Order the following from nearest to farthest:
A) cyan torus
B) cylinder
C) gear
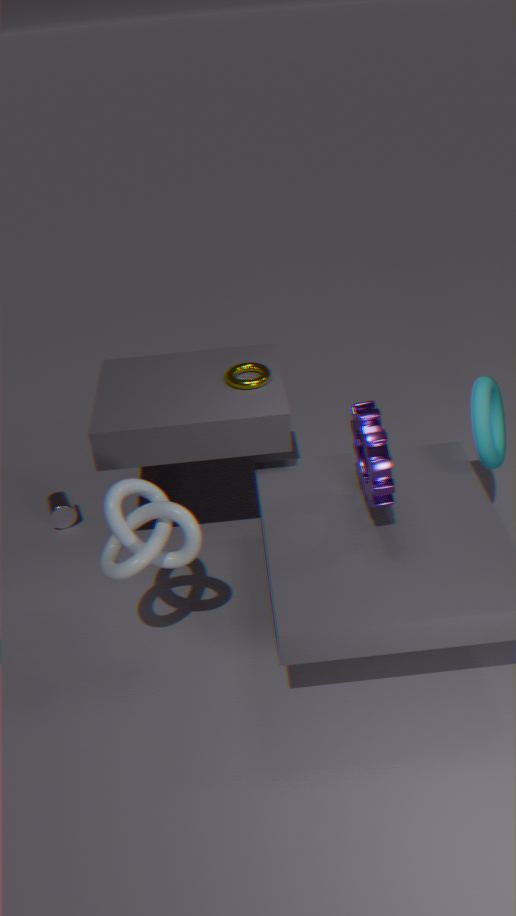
gear, cyan torus, cylinder
